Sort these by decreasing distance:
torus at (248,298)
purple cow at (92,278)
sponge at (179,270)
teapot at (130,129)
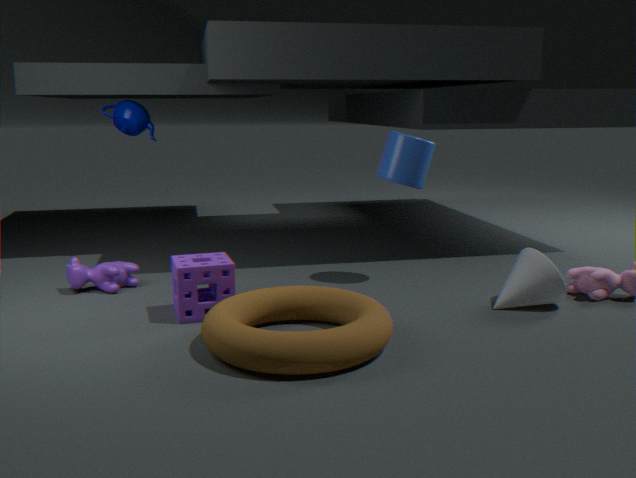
teapot at (130,129) → purple cow at (92,278) → sponge at (179,270) → torus at (248,298)
